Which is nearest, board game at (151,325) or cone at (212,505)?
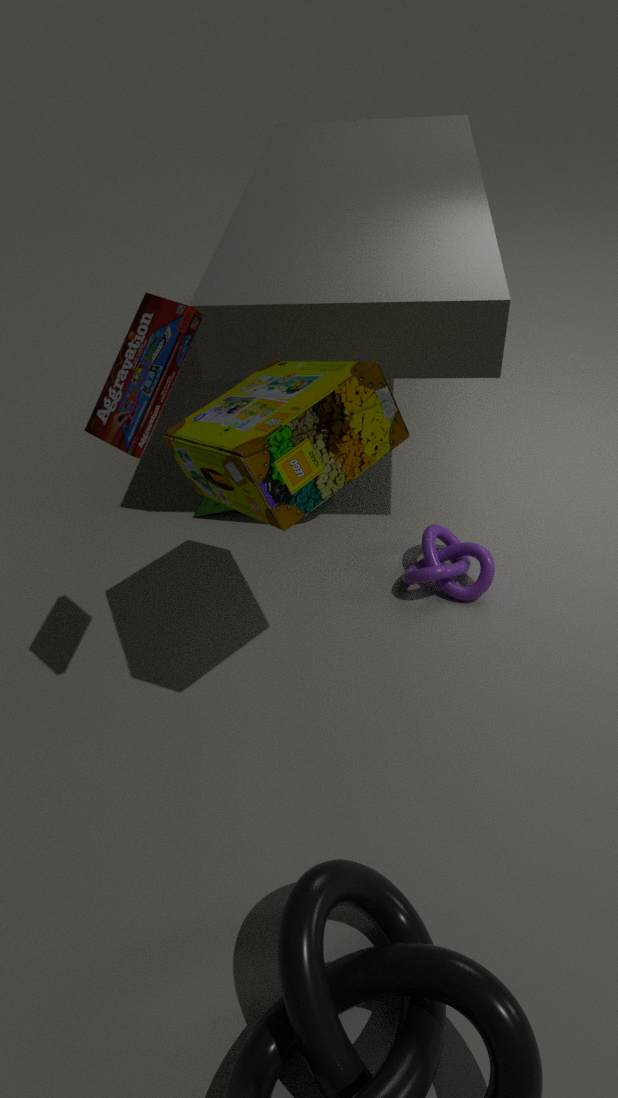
board game at (151,325)
